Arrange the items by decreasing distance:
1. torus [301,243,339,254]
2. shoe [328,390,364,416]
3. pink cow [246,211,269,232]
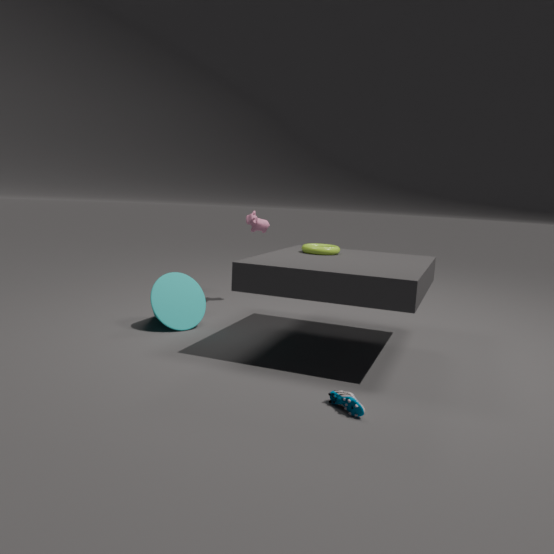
pink cow [246,211,269,232]
torus [301,243,339,254]
shoe [328,390,364,416]
